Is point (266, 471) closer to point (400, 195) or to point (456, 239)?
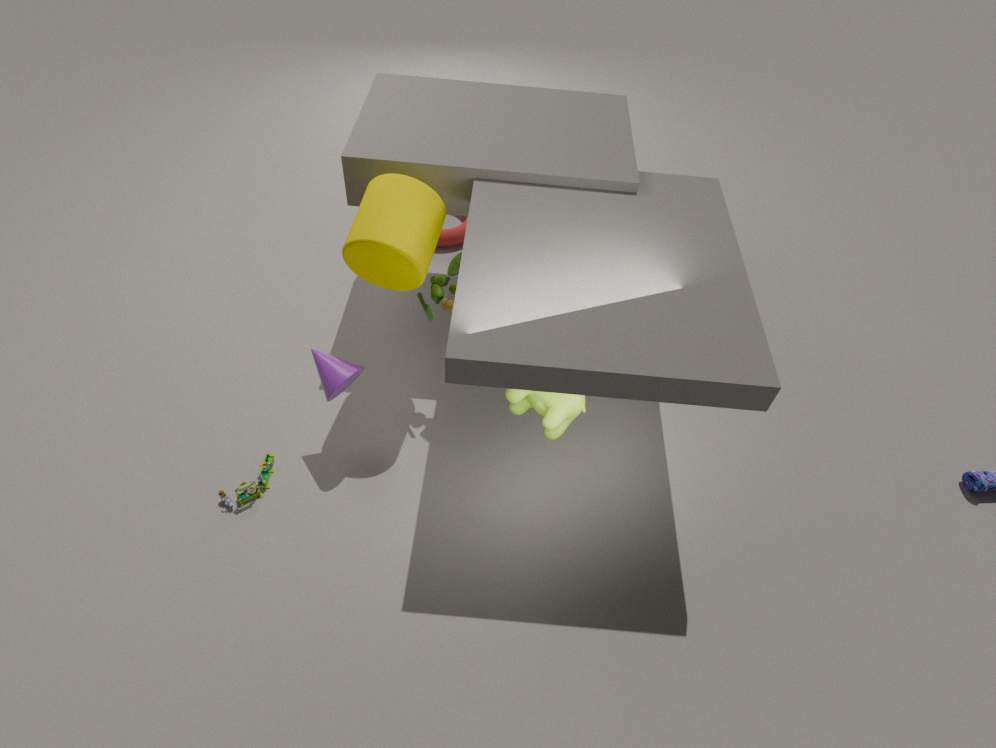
point (400, 195)
